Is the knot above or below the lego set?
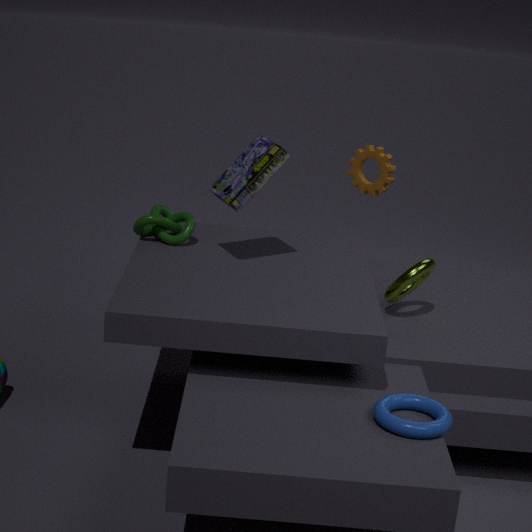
below
